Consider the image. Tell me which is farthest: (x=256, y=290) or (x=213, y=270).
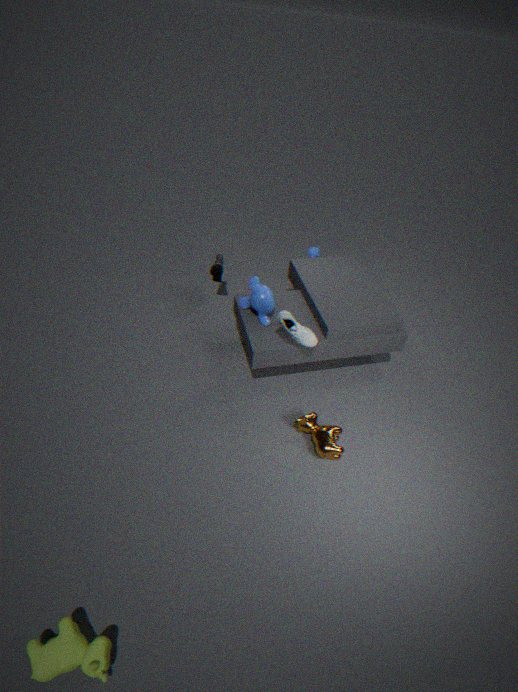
(x=213, y=270)
